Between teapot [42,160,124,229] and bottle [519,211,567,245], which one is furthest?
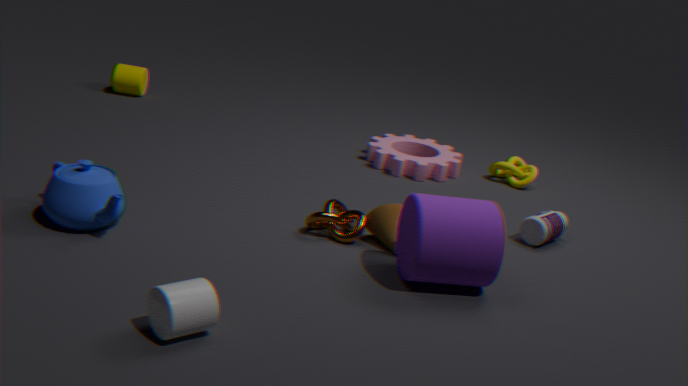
bottle [519,211,567,245]
